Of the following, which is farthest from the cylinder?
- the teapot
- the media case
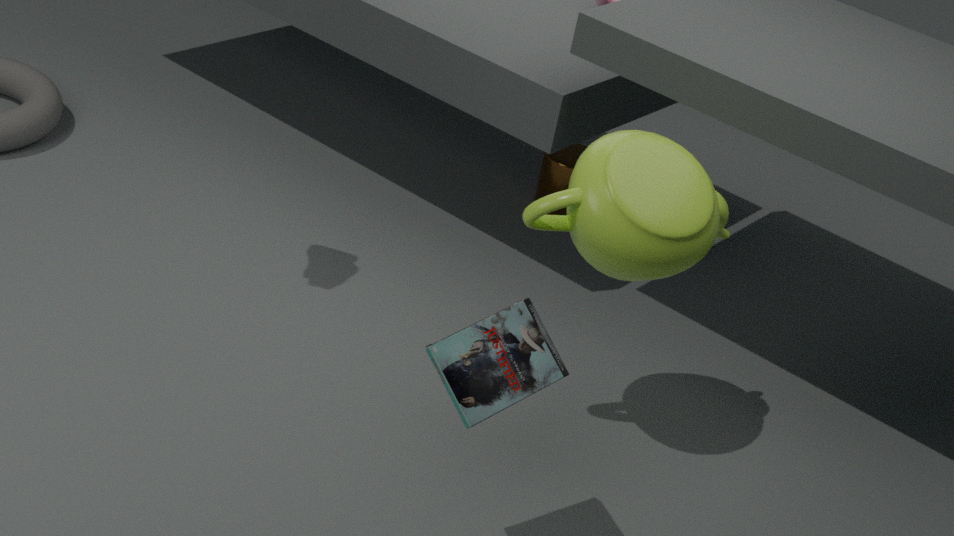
the media case
